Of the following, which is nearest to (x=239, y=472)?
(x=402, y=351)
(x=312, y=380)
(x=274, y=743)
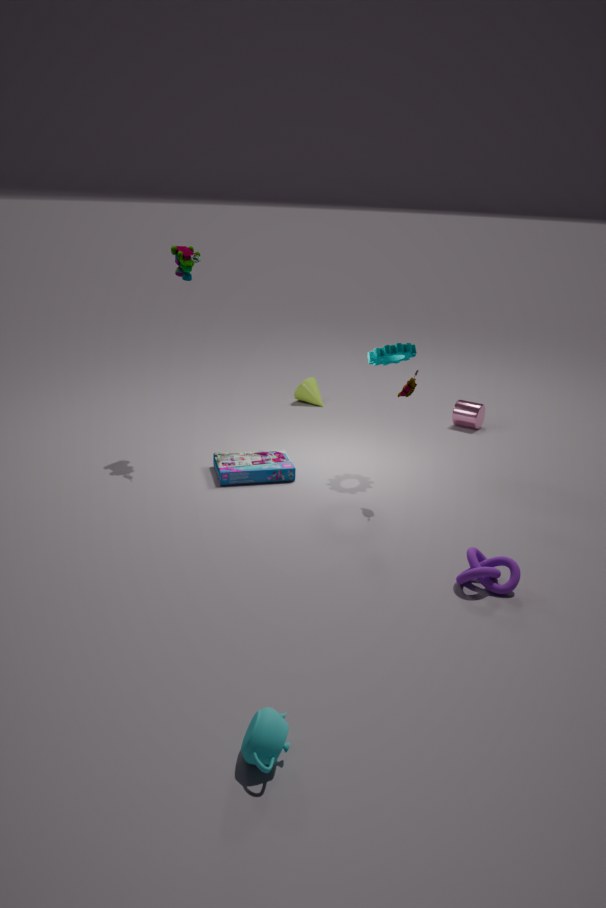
(x=402, y=351)
